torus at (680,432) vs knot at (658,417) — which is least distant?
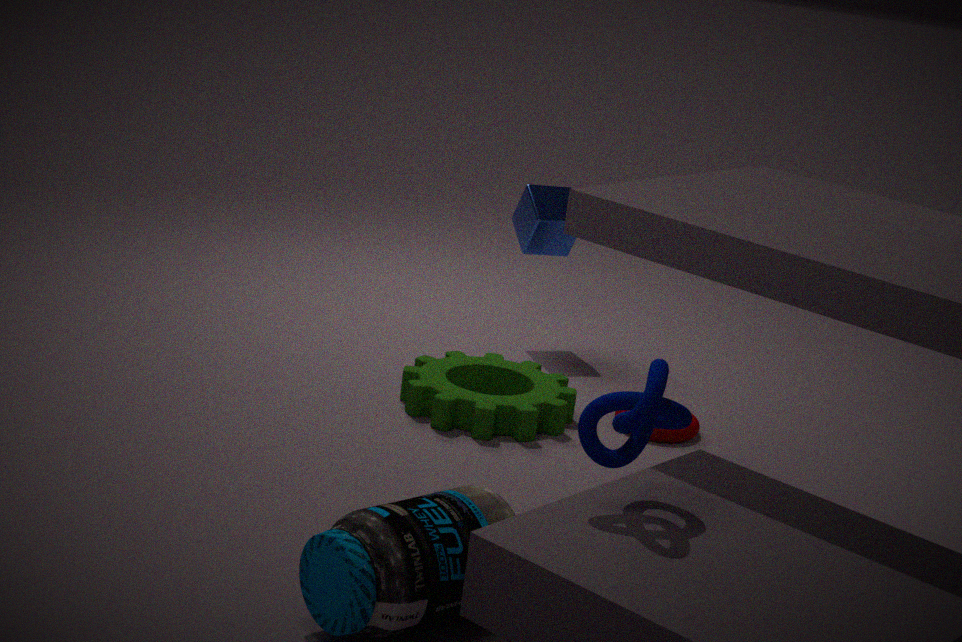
knot at (658,417)
